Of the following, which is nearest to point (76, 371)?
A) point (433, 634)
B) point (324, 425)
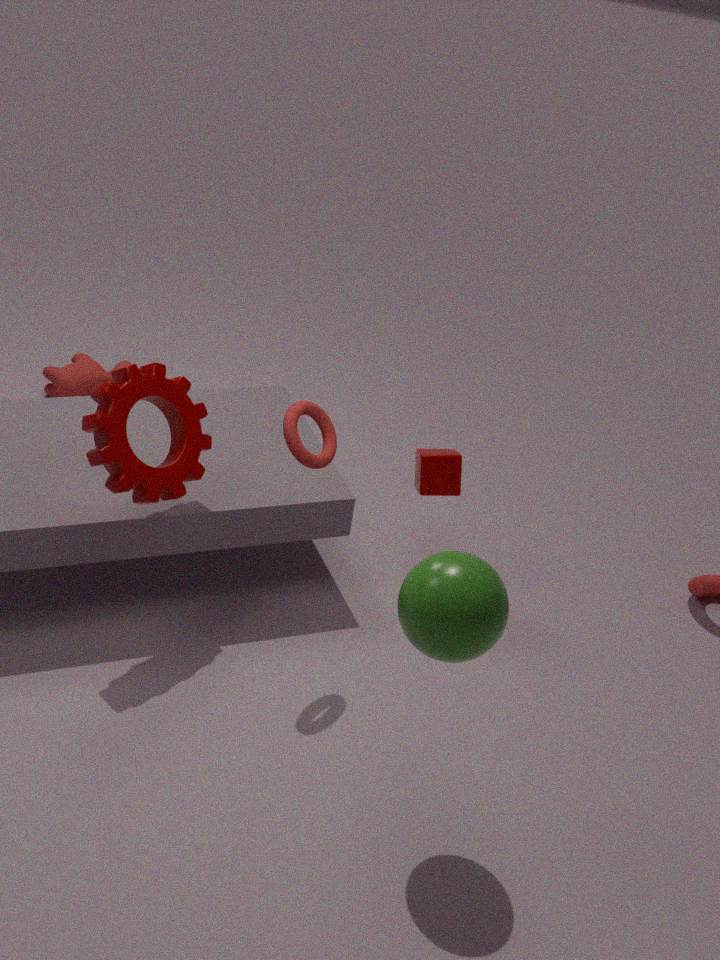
point (324, 425)
